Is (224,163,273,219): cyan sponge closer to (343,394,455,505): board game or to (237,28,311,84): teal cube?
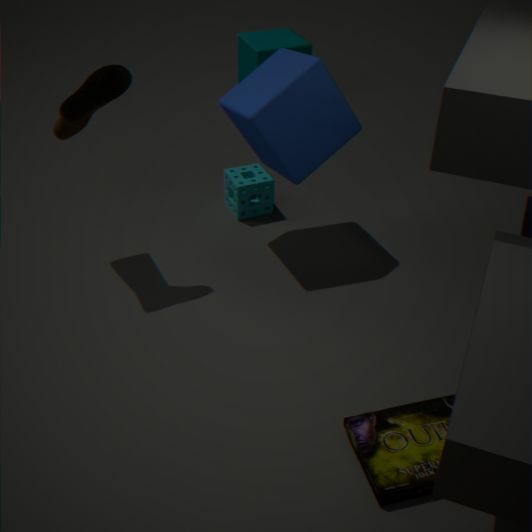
(237,28,311,84): teal cube
